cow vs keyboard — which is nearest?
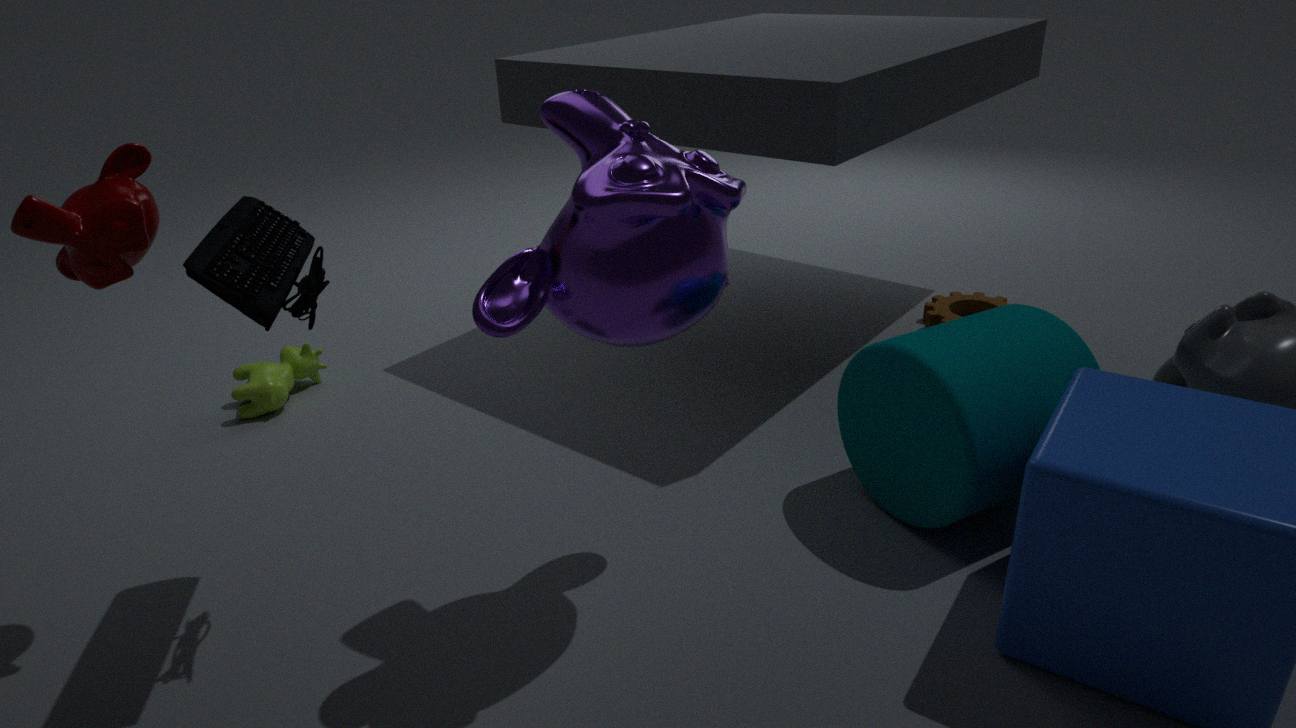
keyboard
